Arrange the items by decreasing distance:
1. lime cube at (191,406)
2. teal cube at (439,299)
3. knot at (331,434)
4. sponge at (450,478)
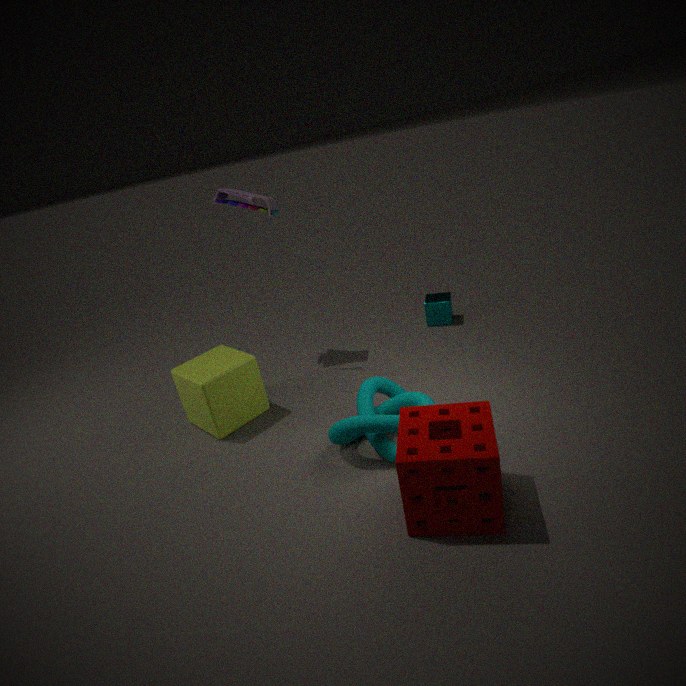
teal cube at (439,299) < lime cube at (191,406) < knot at (331,434) < sponge at (450,478)
